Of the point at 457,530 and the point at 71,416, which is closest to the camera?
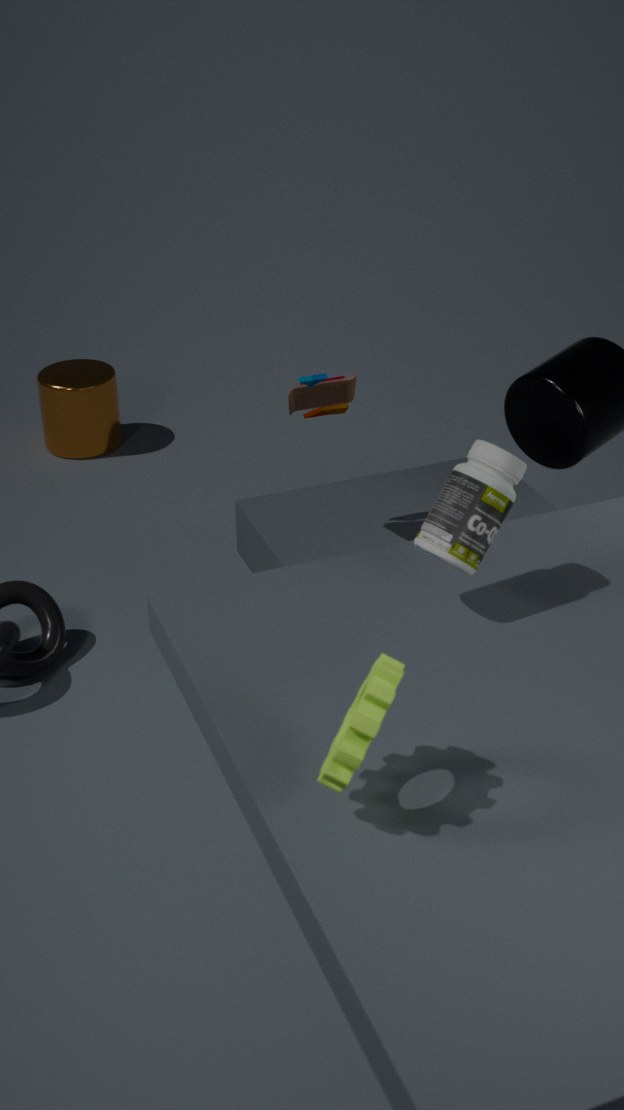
the point at 457,530
